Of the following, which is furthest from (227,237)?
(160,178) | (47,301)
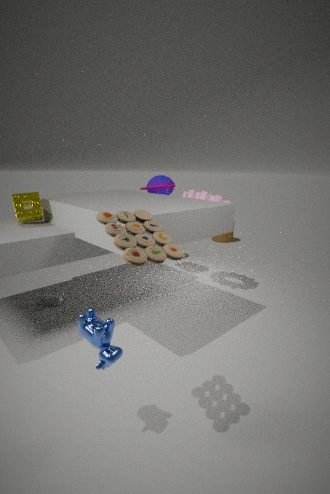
(47,301)
